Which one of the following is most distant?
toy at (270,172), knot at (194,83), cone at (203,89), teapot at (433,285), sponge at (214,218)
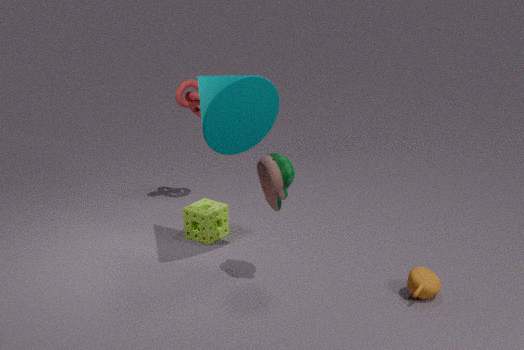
knot at (194,83)
